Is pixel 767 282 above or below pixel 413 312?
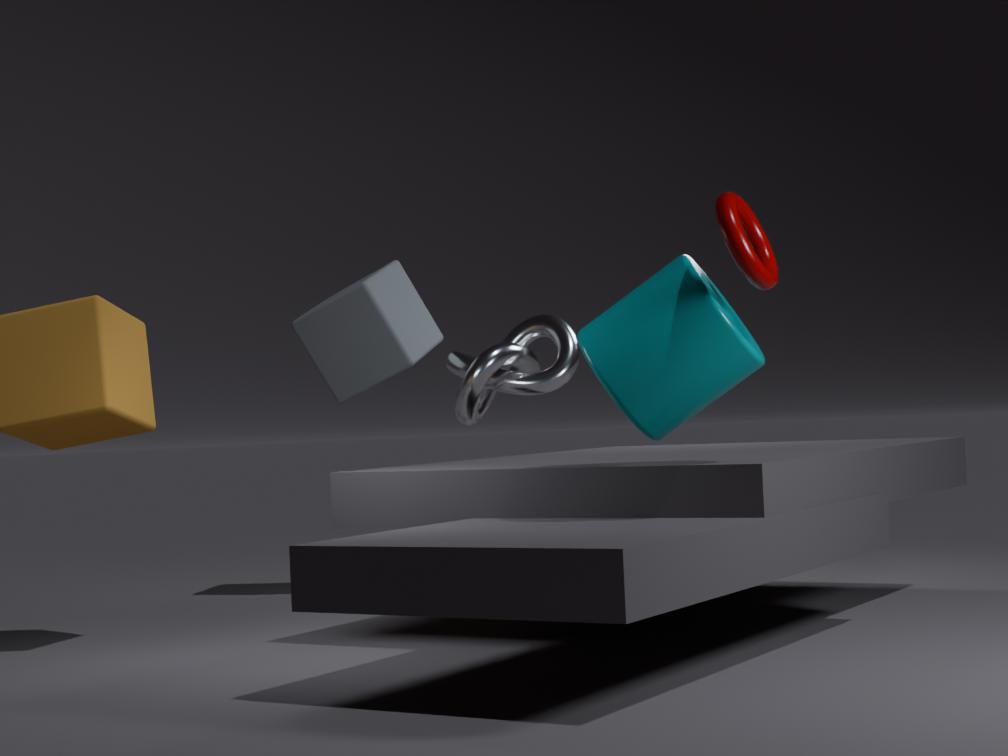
above
